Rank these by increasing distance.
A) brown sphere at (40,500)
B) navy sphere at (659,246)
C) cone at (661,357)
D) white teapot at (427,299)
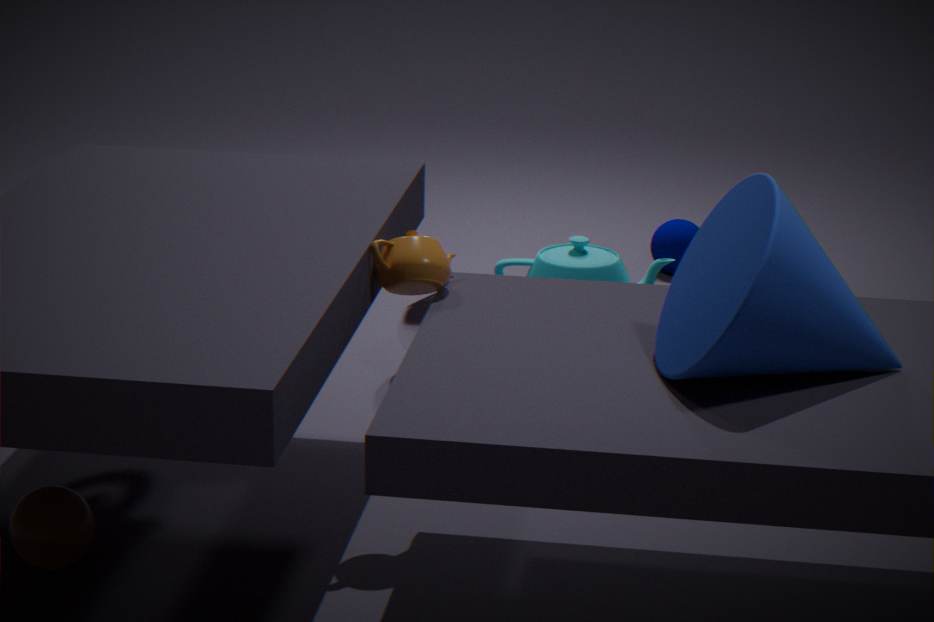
cone at (661,357) < brown sphere at (40,500) < white teapot at (427,299) < navy sphere at (659,246)
